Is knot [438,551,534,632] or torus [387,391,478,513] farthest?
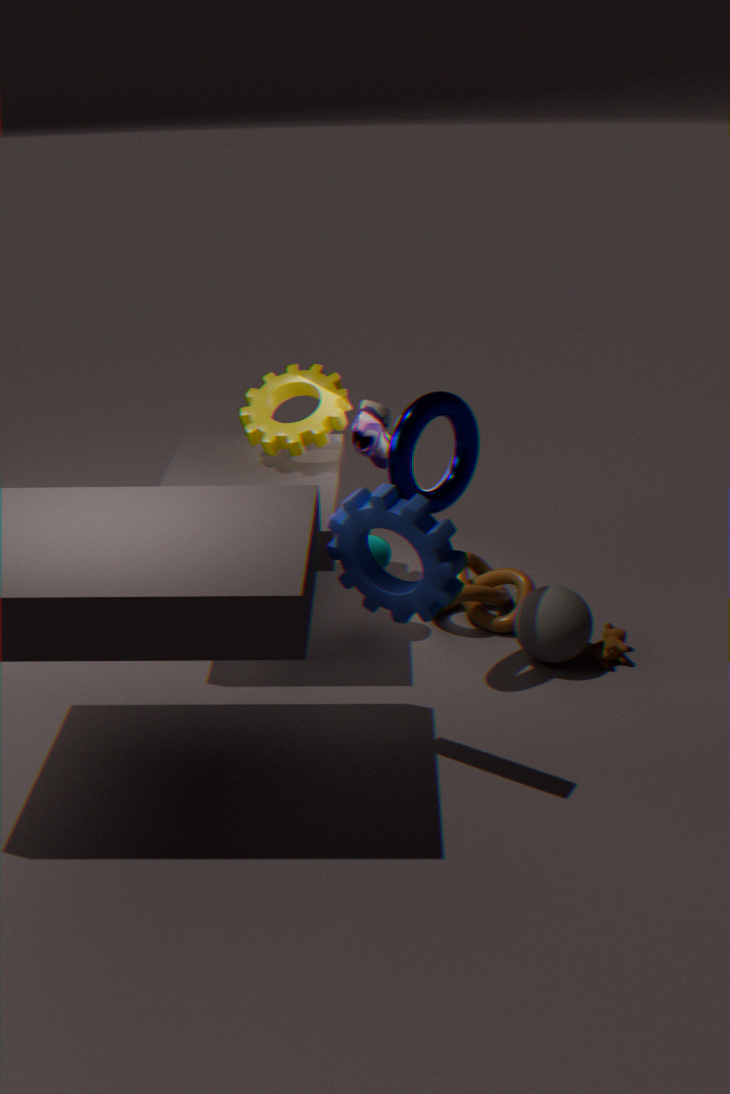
knot [438,551,534,632]
